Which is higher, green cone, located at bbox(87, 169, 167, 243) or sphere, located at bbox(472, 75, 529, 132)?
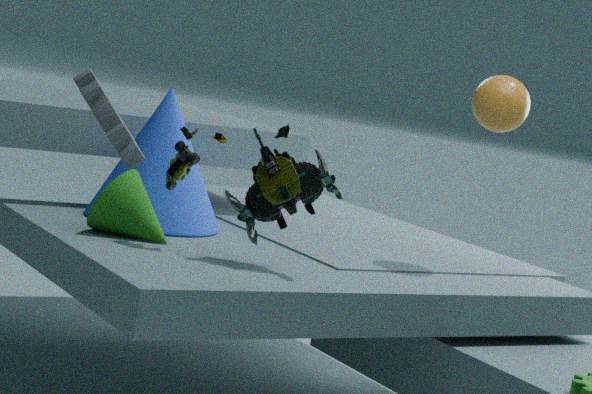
sphere, located at bbox(472, 75, 529, 132)
